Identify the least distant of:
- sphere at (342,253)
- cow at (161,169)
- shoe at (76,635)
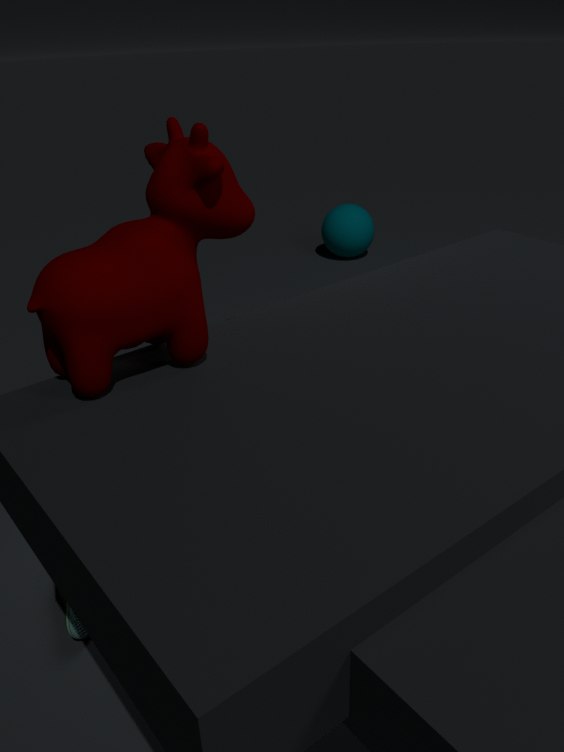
cow at (161,169)
